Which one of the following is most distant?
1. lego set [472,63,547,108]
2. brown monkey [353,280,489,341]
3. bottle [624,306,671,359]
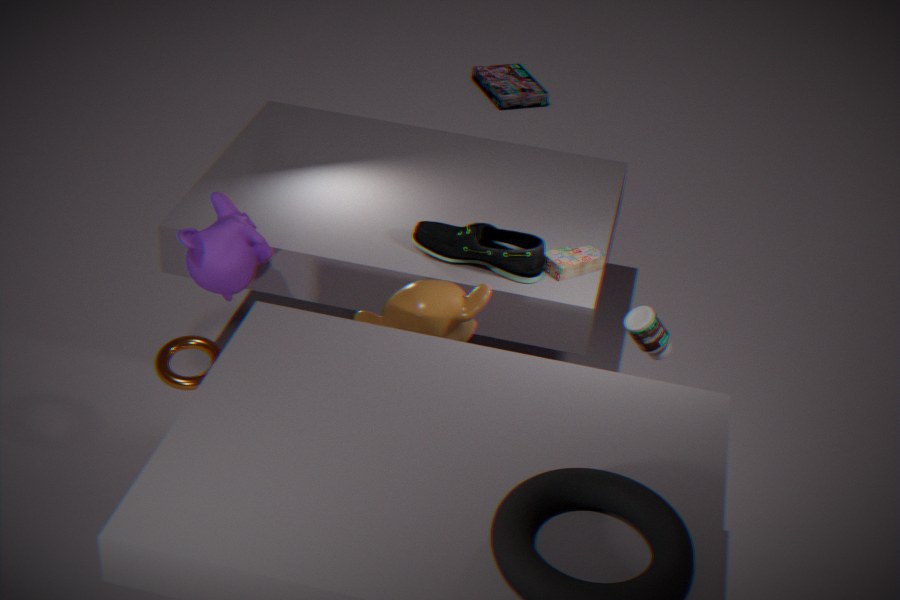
lego set [472,63,547,108]
